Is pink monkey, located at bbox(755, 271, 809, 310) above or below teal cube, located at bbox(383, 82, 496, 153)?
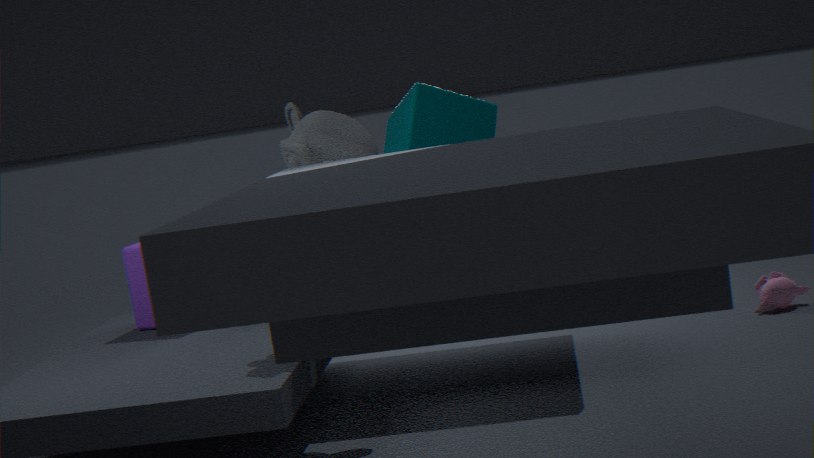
below
